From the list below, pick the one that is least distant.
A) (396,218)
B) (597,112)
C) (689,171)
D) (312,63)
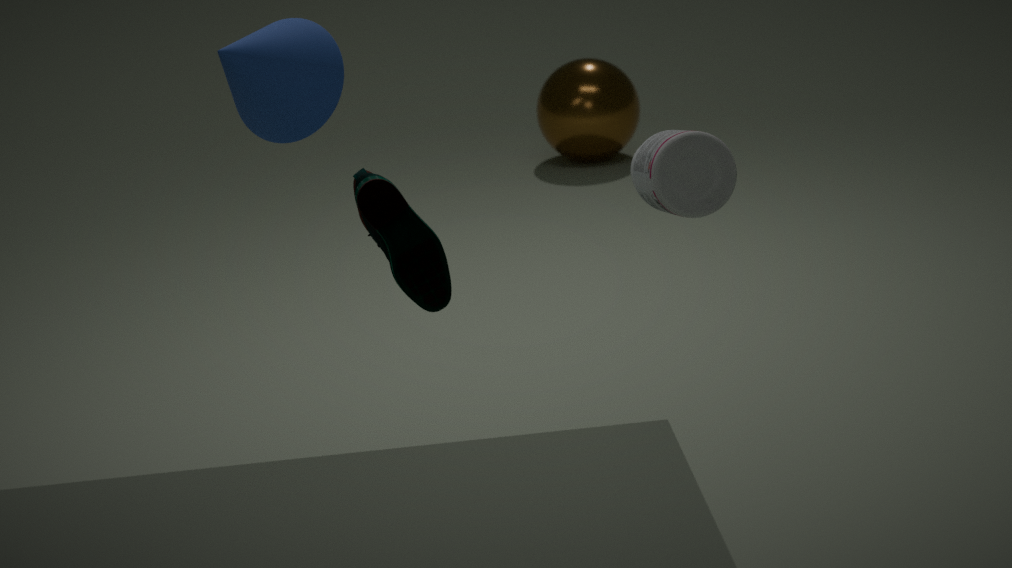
(689,171)
